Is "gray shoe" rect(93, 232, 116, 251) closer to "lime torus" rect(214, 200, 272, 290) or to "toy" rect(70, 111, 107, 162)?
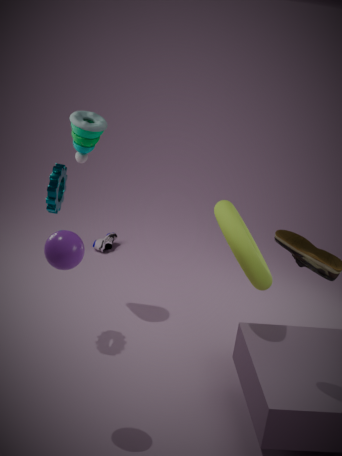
"toy" rect(70, 111, 107, 162)
